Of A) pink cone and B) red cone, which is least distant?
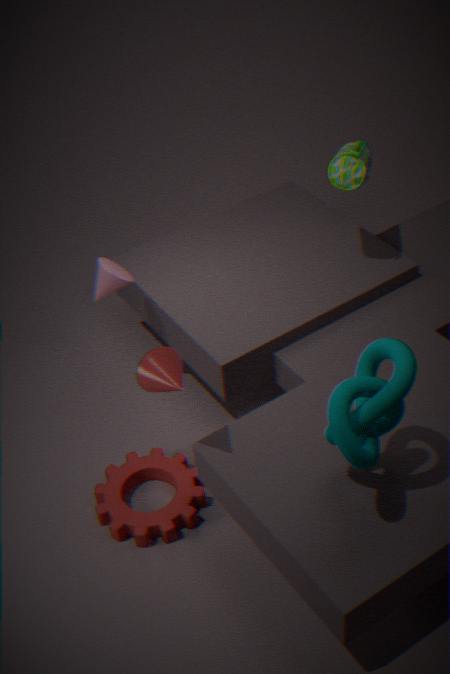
B. red cone
